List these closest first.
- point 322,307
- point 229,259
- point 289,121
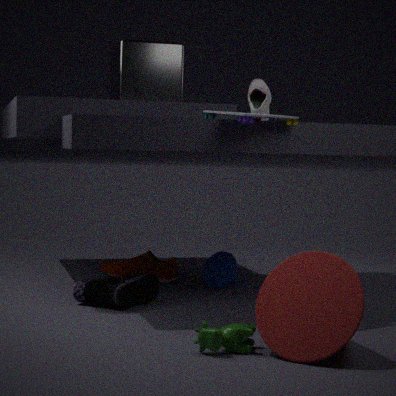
point 322,307 → point 289,121 → point 229,259
